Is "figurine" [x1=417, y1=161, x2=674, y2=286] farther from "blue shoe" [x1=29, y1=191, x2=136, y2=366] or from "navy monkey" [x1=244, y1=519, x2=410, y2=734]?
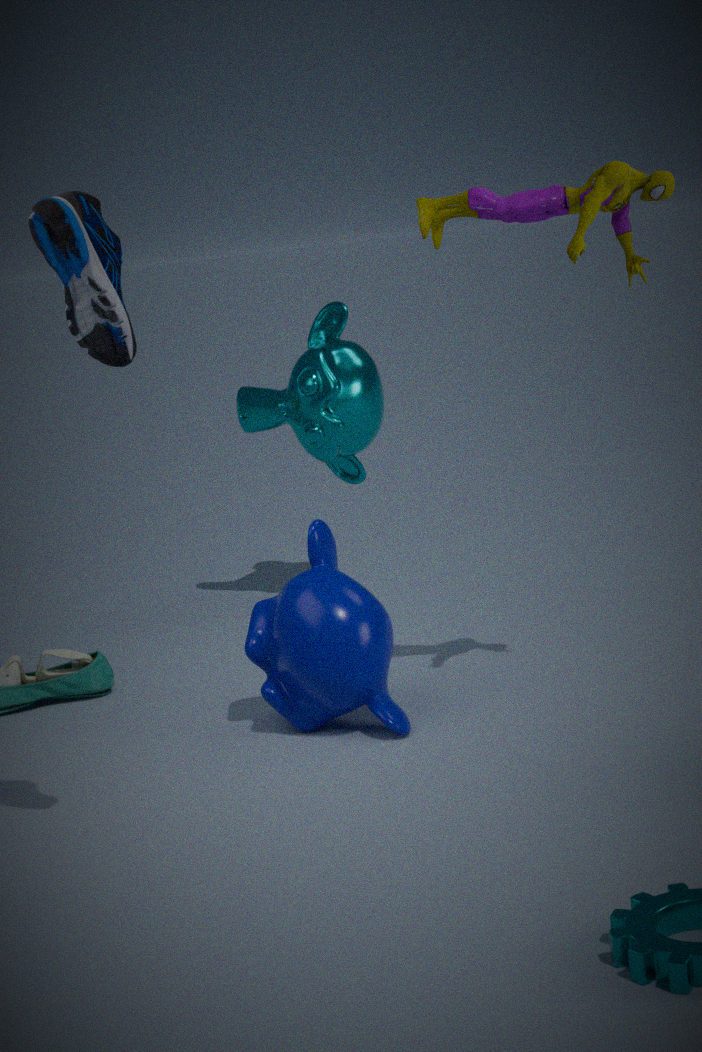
"blue shoe" [x1=29, y1=191, x2=136, y2=366]
